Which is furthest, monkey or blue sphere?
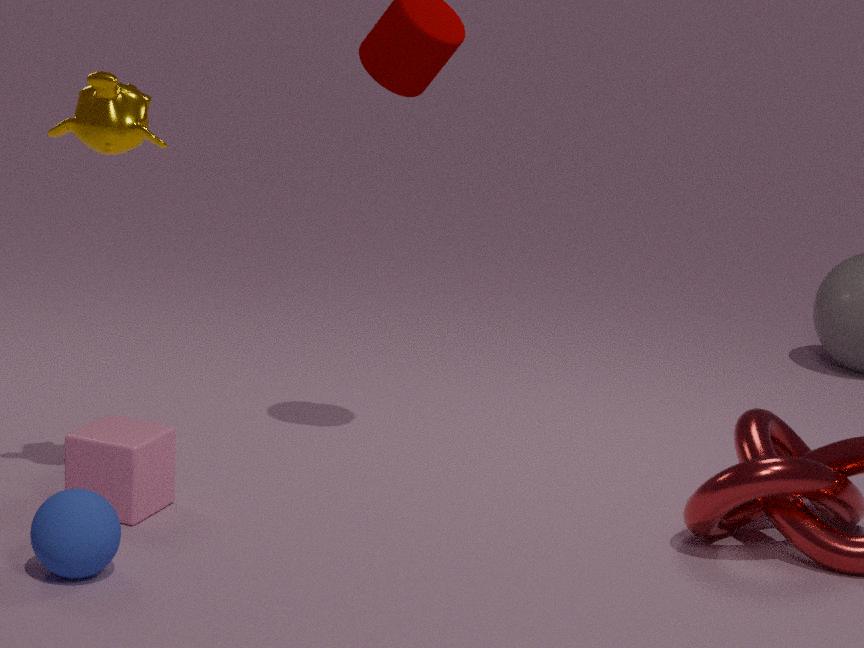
monkey
